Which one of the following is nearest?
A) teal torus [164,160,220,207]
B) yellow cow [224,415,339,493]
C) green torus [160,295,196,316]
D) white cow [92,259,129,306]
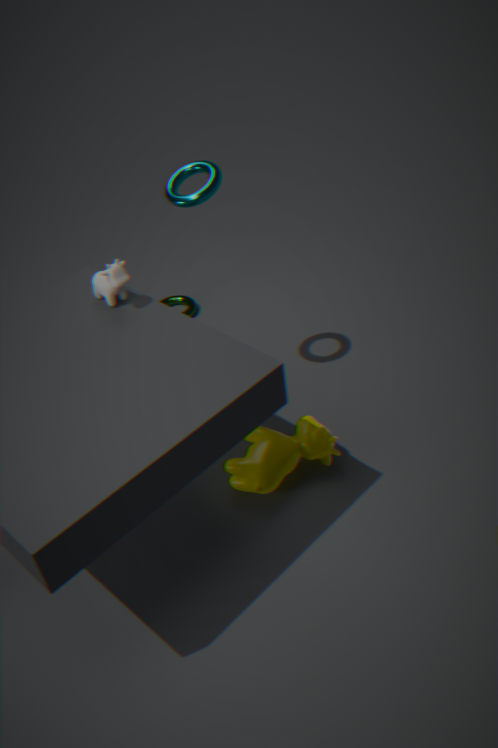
D
